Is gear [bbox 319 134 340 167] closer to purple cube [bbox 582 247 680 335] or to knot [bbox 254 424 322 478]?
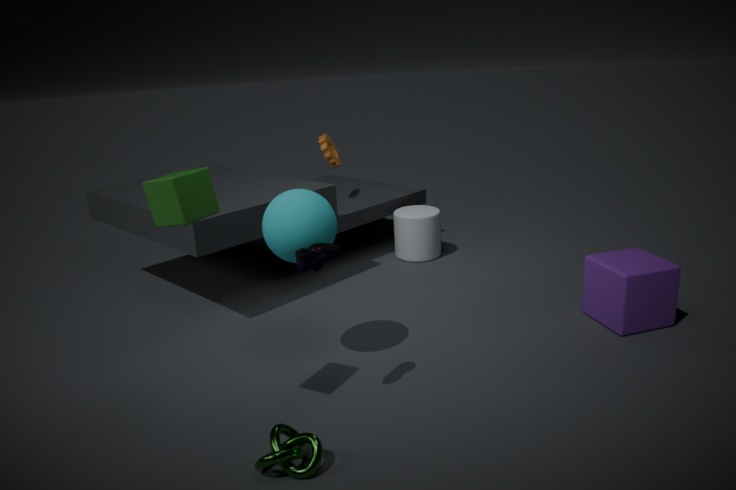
purple cube [bbox 582 247 680 335]
